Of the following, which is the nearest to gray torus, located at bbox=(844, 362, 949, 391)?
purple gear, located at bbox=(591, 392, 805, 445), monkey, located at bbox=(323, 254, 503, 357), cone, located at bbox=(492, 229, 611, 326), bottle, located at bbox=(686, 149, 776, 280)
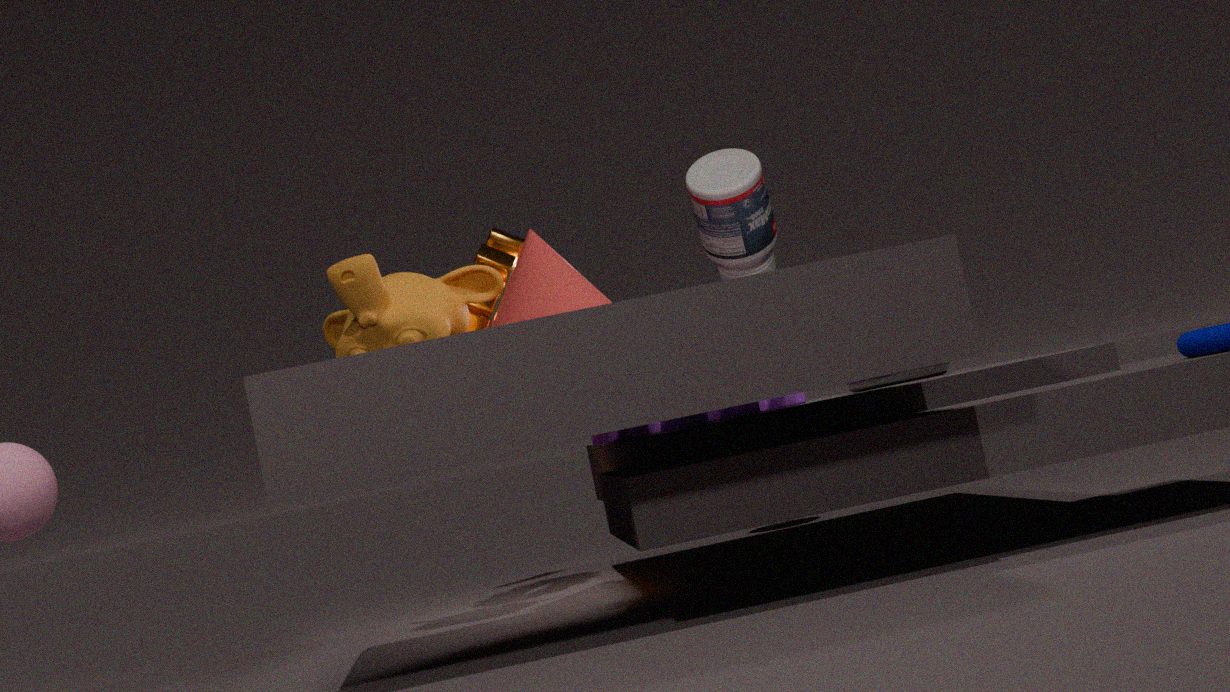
purple gear, located at bbox=(591, 392, 805, 445)
